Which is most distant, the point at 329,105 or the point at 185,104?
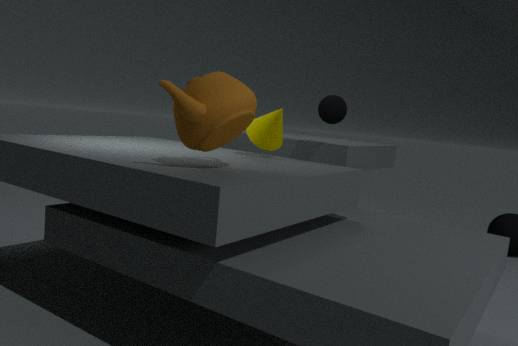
the point at 329,105
